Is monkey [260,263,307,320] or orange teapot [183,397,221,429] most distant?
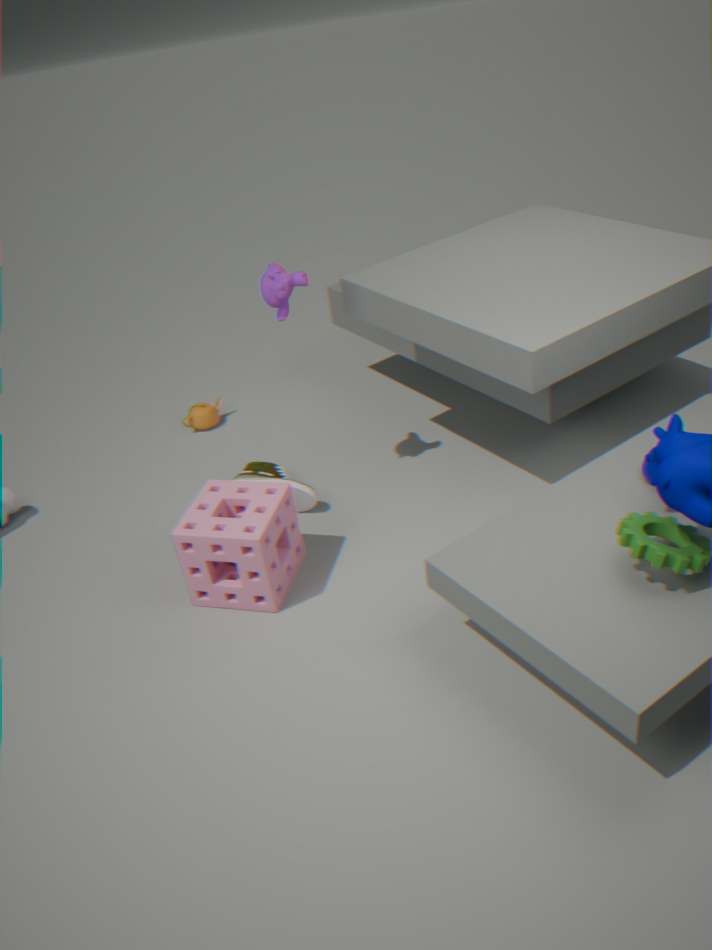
orange teapot [183,397,221,429]
